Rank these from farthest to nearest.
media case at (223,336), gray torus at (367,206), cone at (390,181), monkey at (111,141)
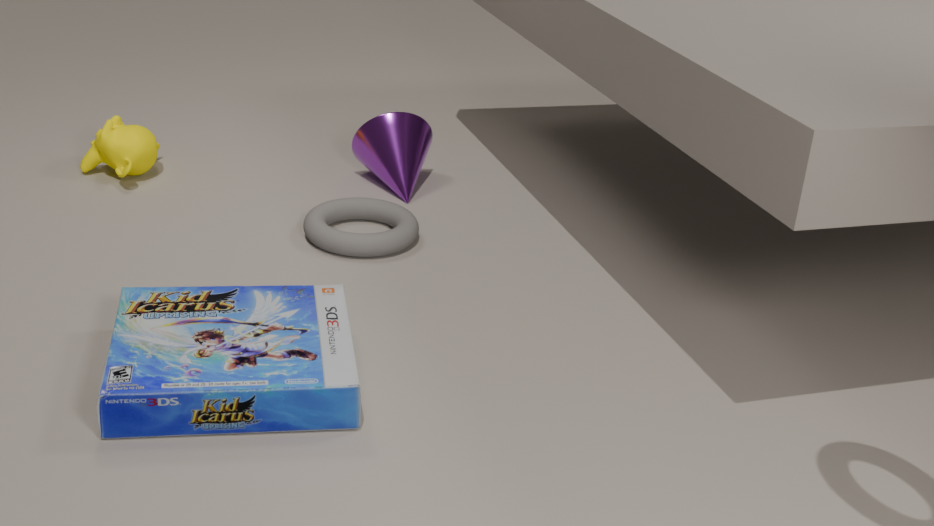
cone at (390,181), monkey at (111,141), gray torus at (367,206), media case at (223,336)
